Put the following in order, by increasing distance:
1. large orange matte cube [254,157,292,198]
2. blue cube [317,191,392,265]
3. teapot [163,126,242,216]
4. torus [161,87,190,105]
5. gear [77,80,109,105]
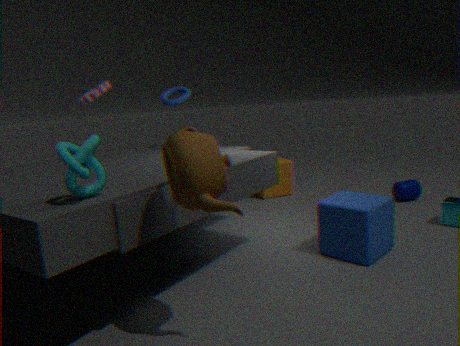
1. teapot [163,126,242,216]
2. blue cube [317,191,392,265]
3. gear [77,80,109,105]
4. torus [161,87,190,105]
5. large orange matte cube [254,157,292,198]
